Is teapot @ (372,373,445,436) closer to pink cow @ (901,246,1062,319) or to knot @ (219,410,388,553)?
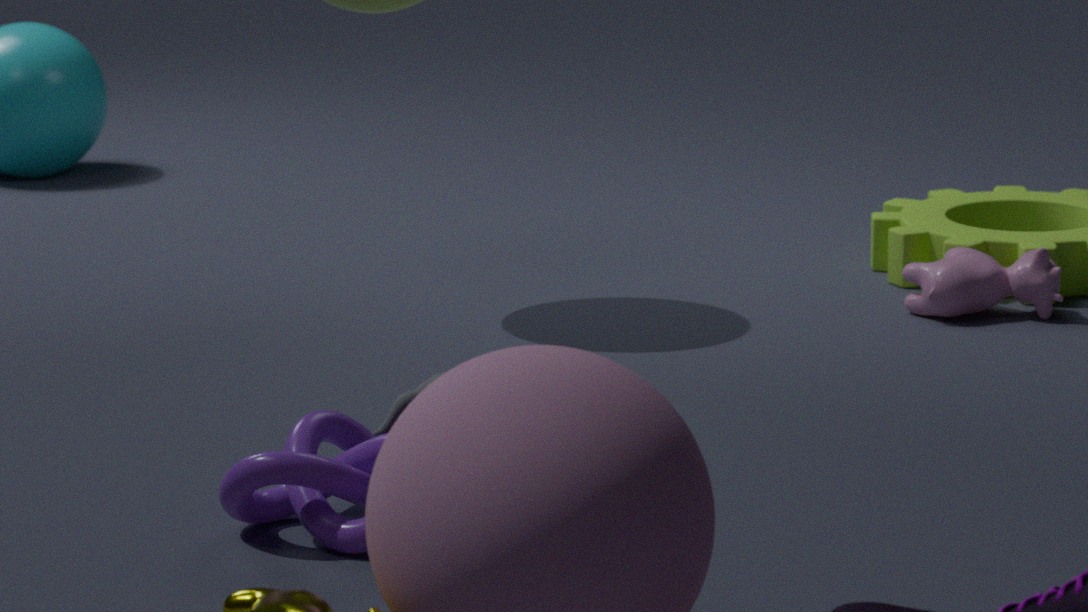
knot @ (219,410,388,553)
